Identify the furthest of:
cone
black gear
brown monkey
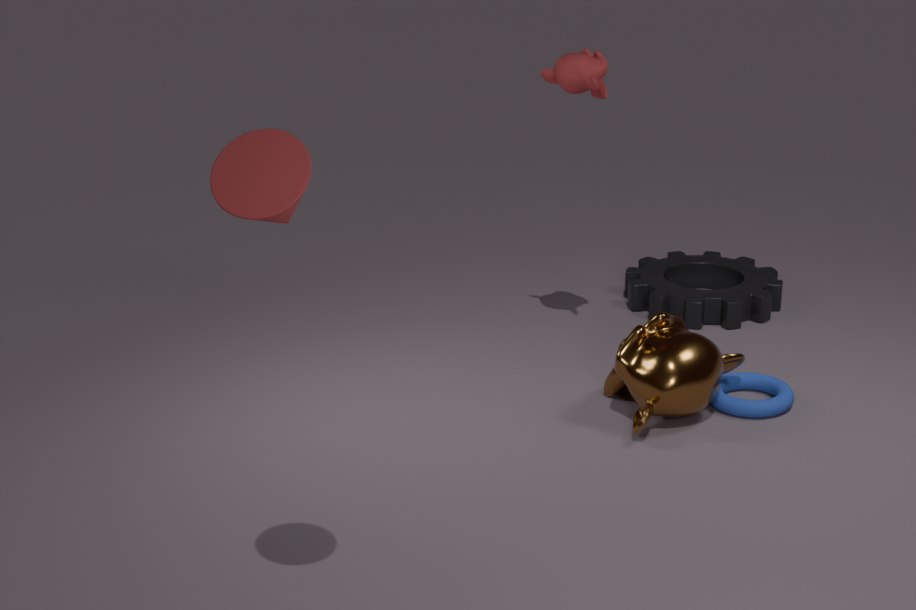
black gear
